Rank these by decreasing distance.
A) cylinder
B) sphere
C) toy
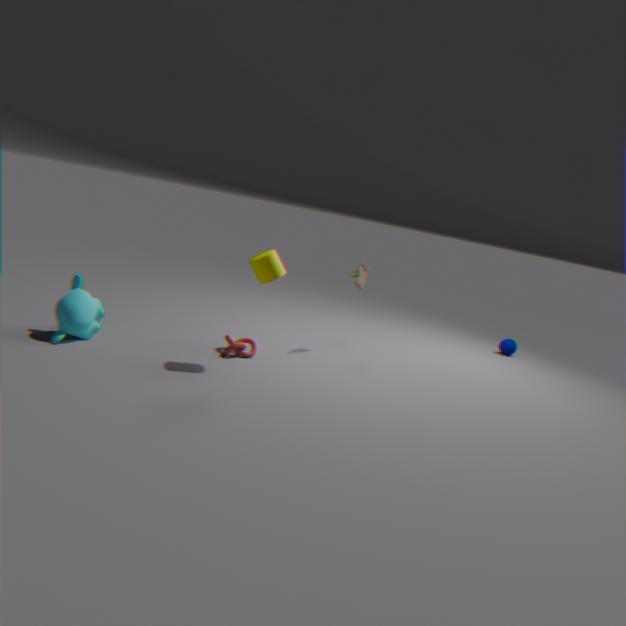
sphere
toy
cylinder
